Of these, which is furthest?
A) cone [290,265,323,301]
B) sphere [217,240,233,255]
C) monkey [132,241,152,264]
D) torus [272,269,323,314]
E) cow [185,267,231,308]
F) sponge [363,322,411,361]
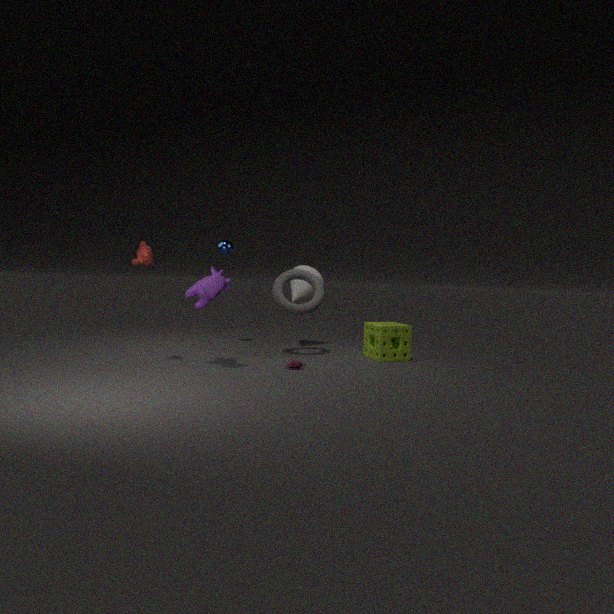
cone [290,265,323,301]
